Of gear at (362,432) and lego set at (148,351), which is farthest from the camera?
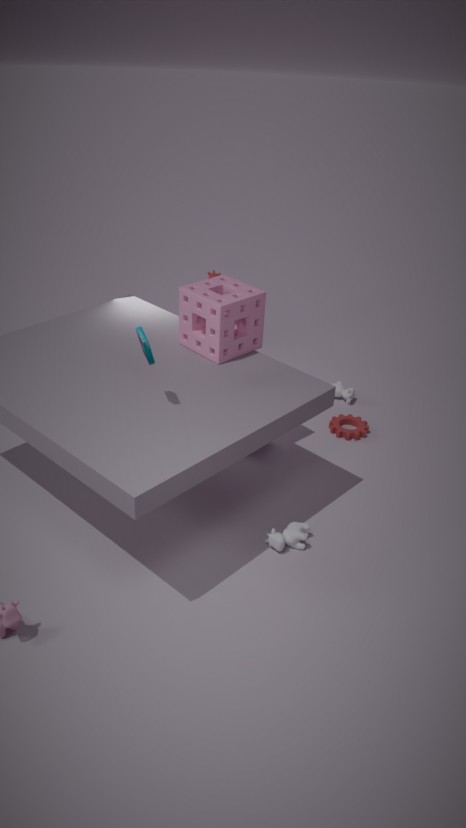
gear at (362,432)
